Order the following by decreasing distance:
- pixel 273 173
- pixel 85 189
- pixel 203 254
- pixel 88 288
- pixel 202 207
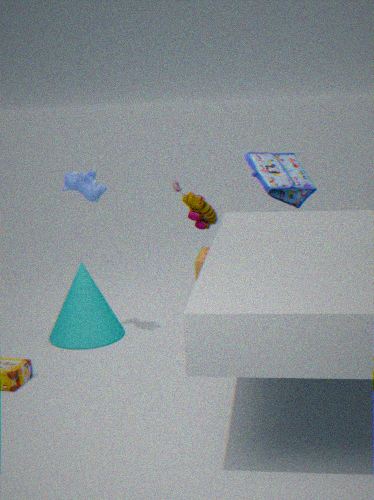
pixel 203 254 → pixel 273 173 → pixel 88 288 → pixel 202 207 → pixel 85 189
